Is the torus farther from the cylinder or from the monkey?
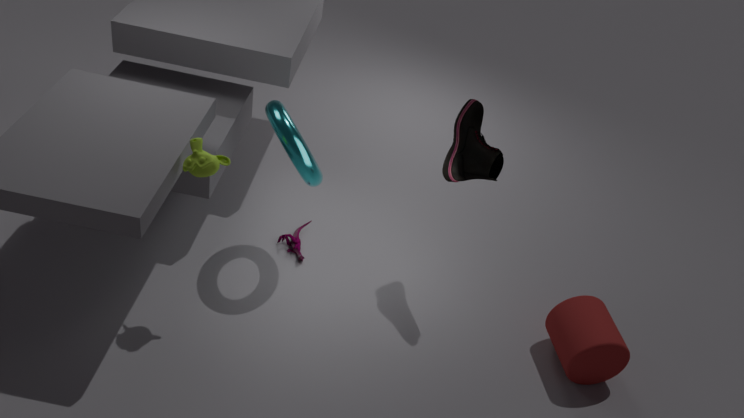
the cylinder
